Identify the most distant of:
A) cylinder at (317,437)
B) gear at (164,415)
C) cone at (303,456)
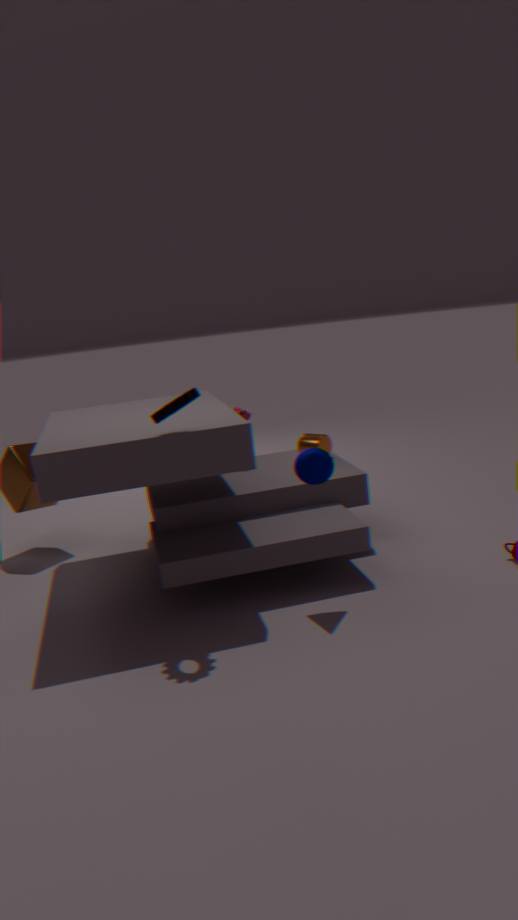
A. cylinder at (317,437)
